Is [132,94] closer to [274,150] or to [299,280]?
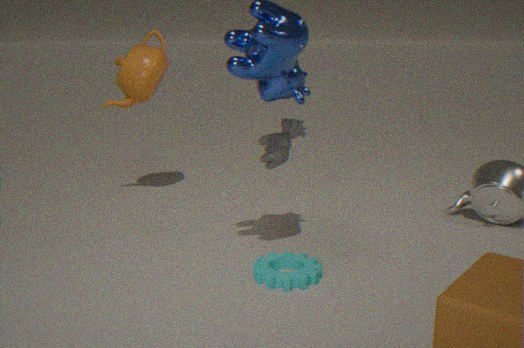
[274,150]
